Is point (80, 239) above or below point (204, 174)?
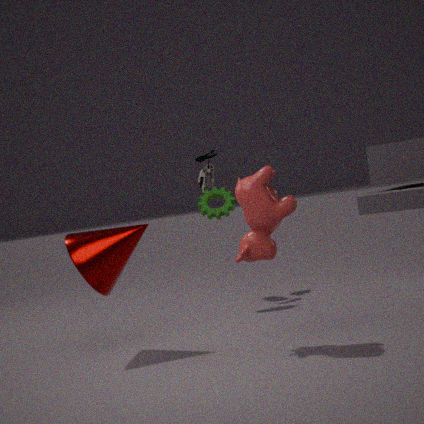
below
